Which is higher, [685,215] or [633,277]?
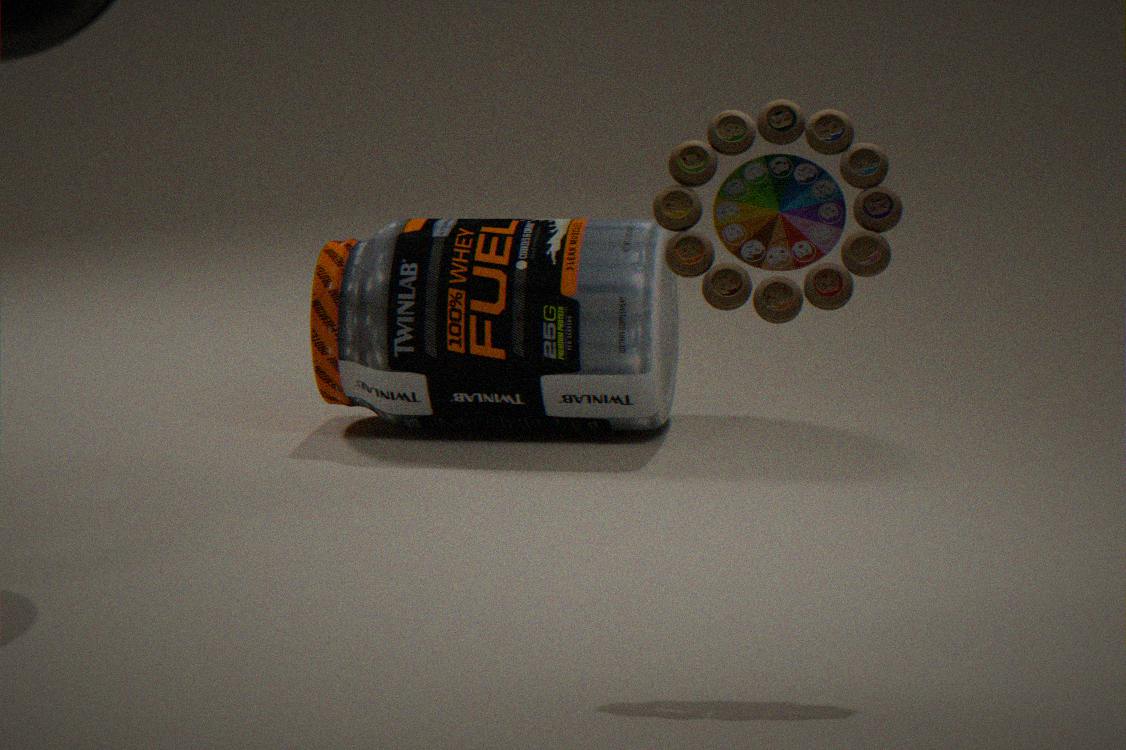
[685,215]
